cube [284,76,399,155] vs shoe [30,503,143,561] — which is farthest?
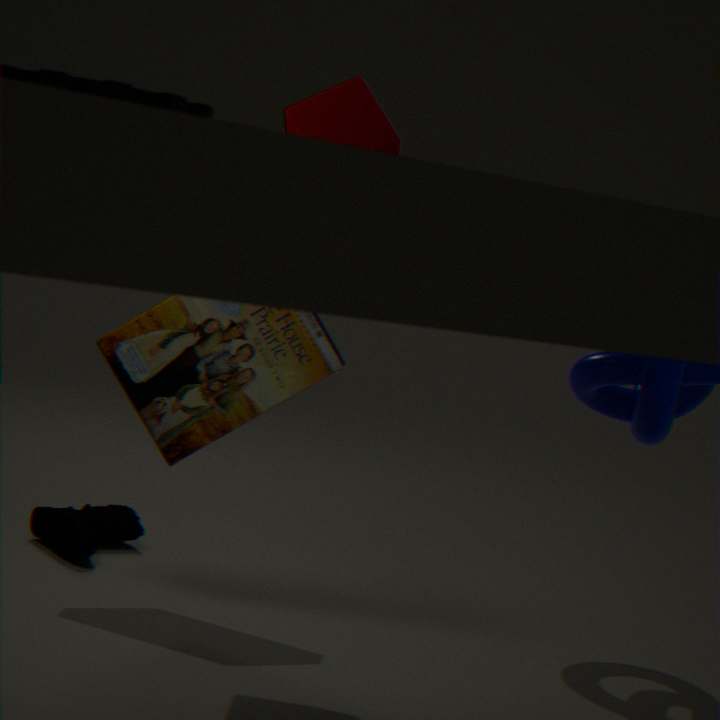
shoe [30,503,143,561]
